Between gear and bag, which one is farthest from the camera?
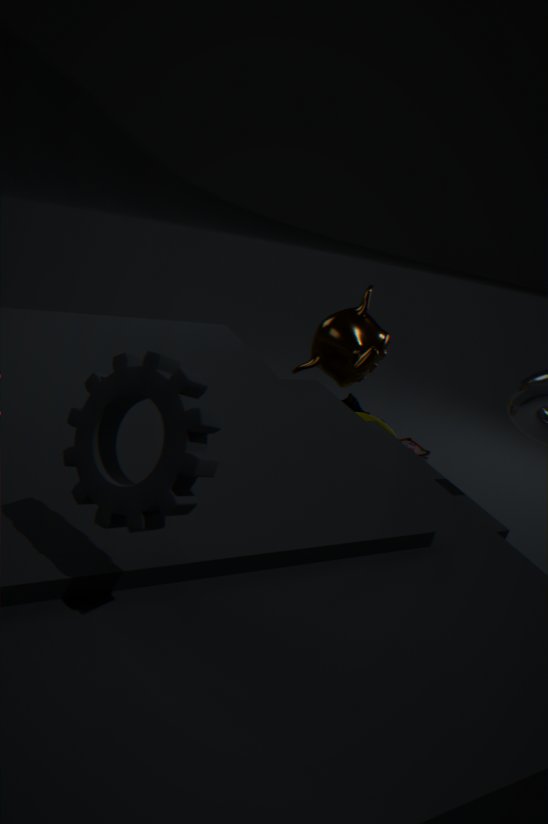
bag
